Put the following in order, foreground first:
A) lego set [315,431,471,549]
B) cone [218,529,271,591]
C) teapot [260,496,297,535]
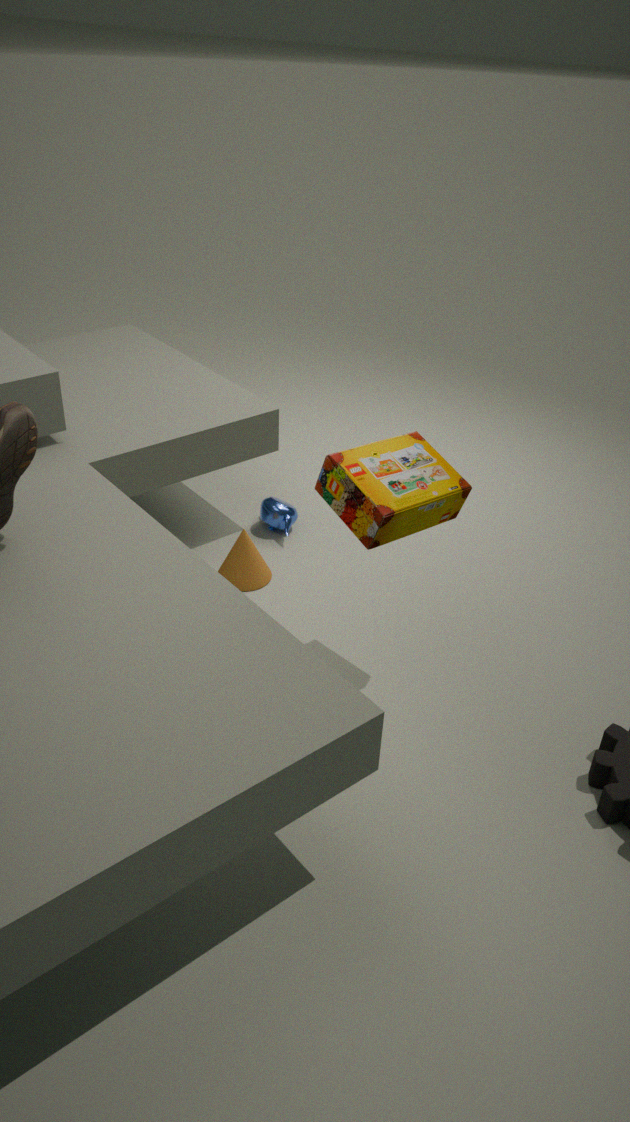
lego set [315,431,471,549], cone [218,529,271,591], teapot [260,496,297,535]
